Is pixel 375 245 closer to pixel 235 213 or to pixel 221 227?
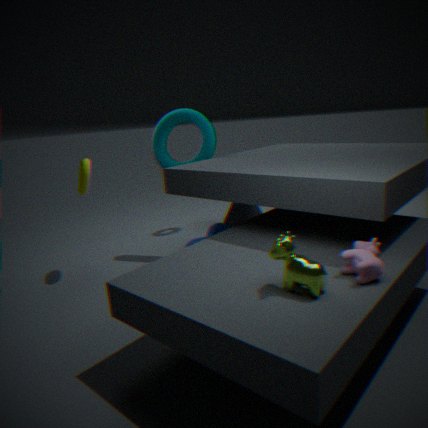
pixel 221 227
